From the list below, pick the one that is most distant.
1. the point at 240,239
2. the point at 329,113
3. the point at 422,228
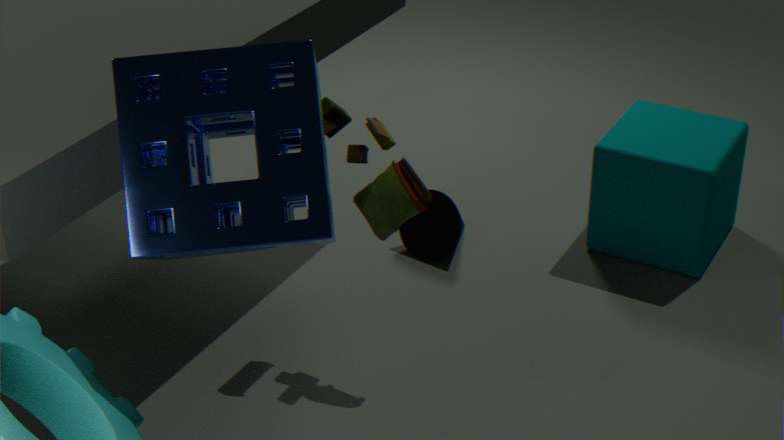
the point at 422,228
